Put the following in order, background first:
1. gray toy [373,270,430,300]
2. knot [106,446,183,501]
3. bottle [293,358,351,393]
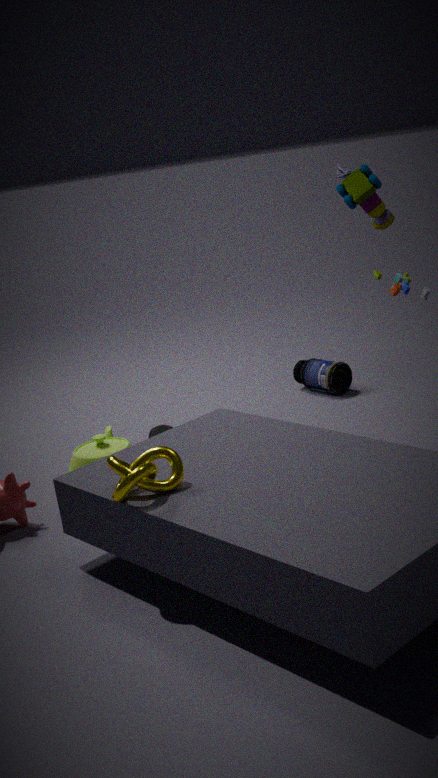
1. bottle [293,358,351,393]
2. gray toy [373,270,430,300]
3. knot [106,446,183,501]
